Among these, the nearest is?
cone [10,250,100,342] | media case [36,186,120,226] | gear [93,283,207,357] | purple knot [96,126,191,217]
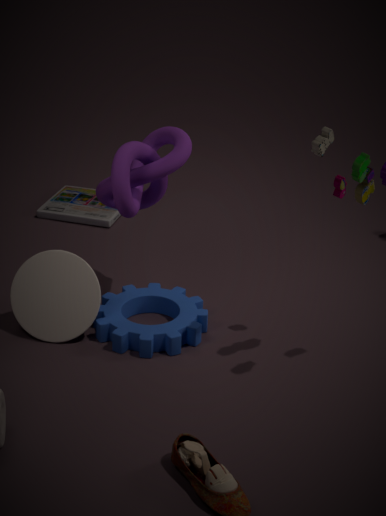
purple knot [96,126,191,217]
